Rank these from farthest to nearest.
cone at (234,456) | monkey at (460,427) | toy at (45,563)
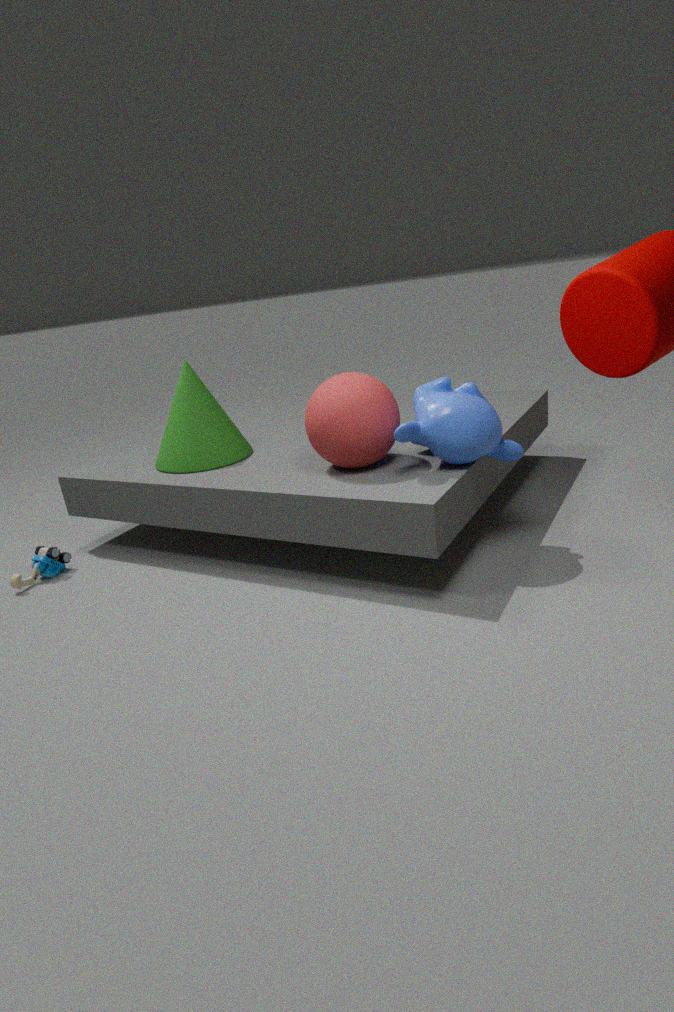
Answer: cone at (234,456) < toy at (45,563) < monkey at (460,427)
